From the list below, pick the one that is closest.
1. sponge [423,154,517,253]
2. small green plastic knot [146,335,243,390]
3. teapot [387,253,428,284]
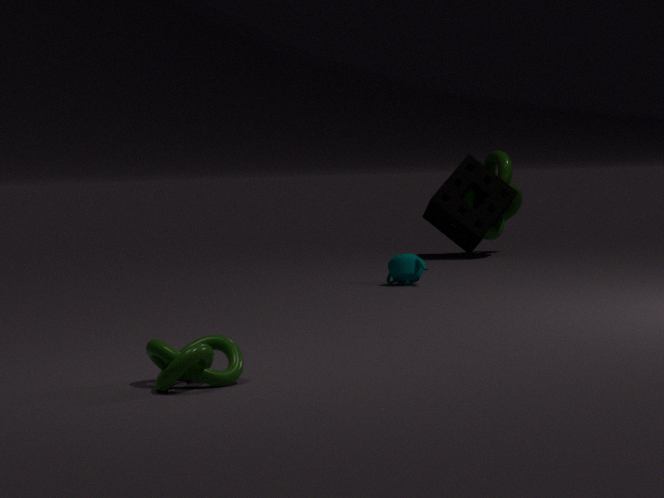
small green plastic knot [146,335,243,390]
